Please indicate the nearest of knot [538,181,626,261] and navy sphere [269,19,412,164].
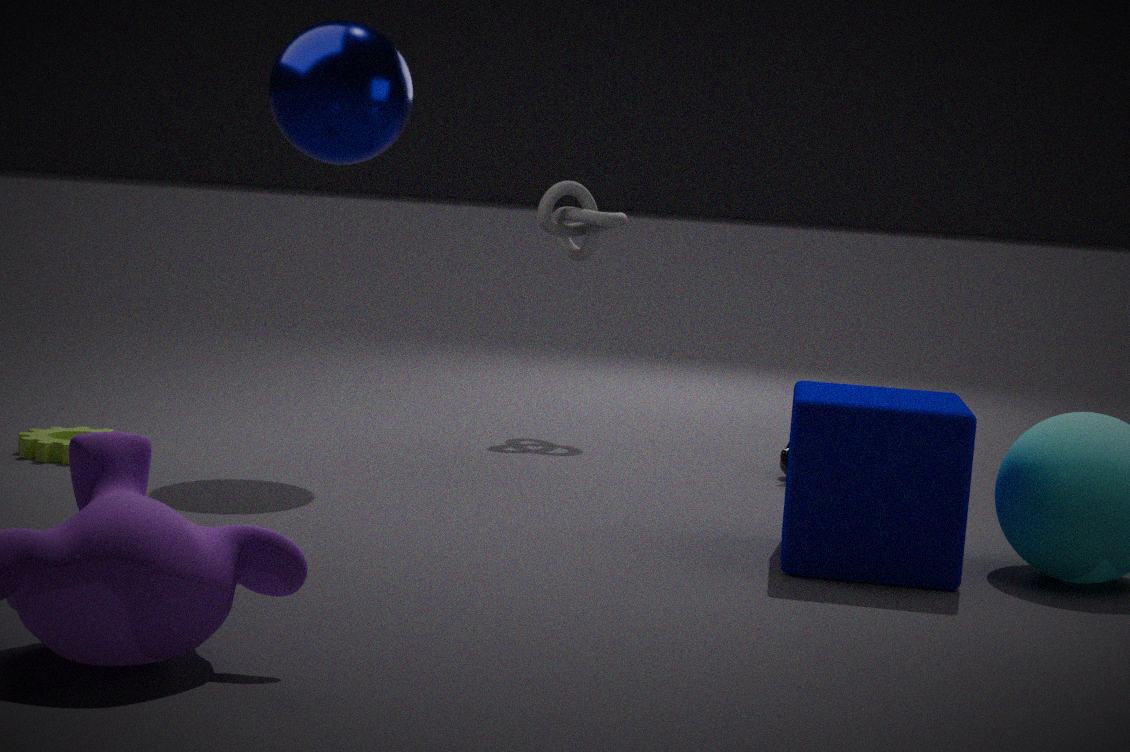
navy sphere [269,19,412,164]
